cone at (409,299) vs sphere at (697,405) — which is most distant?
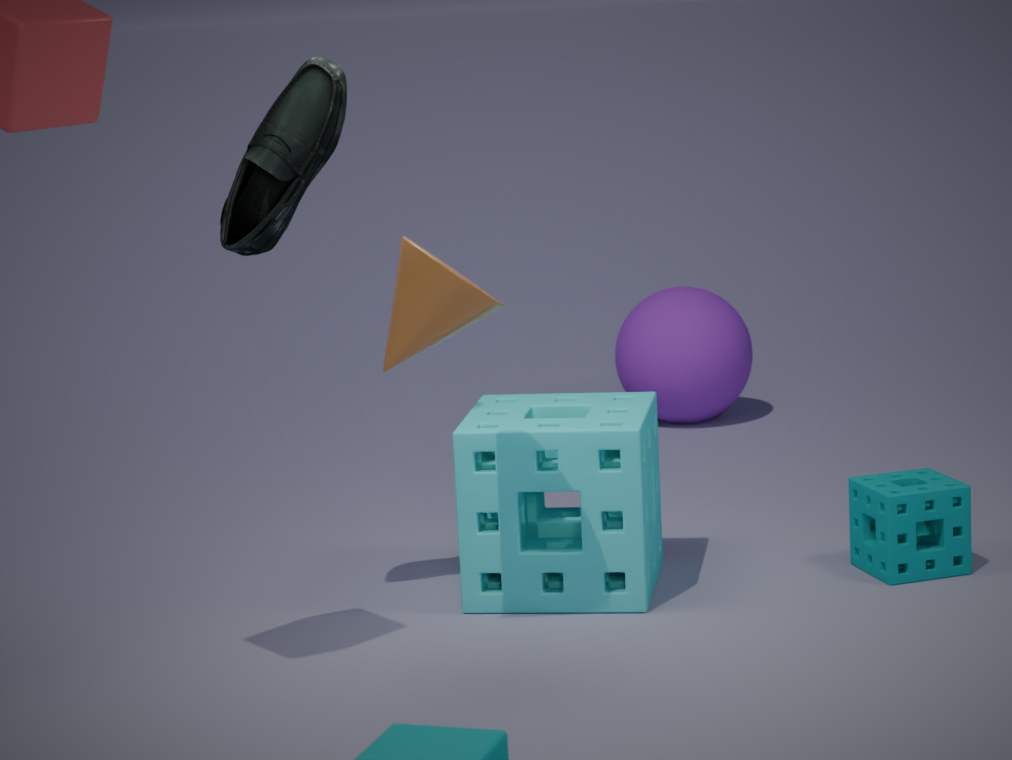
sphere at (697,405)
